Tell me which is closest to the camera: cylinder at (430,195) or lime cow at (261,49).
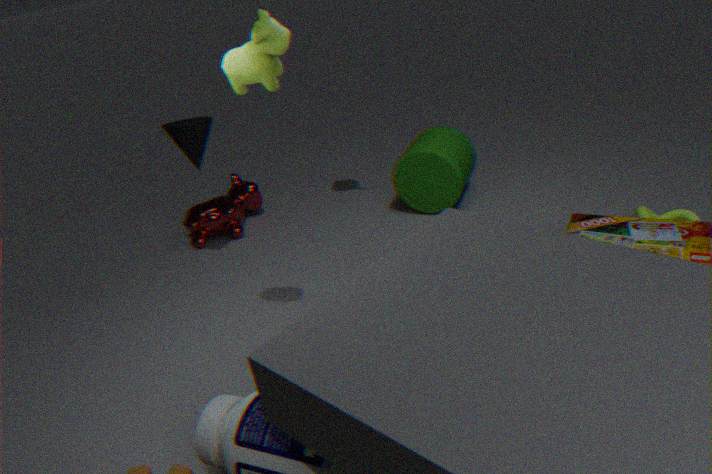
lime cow at (261,49)
